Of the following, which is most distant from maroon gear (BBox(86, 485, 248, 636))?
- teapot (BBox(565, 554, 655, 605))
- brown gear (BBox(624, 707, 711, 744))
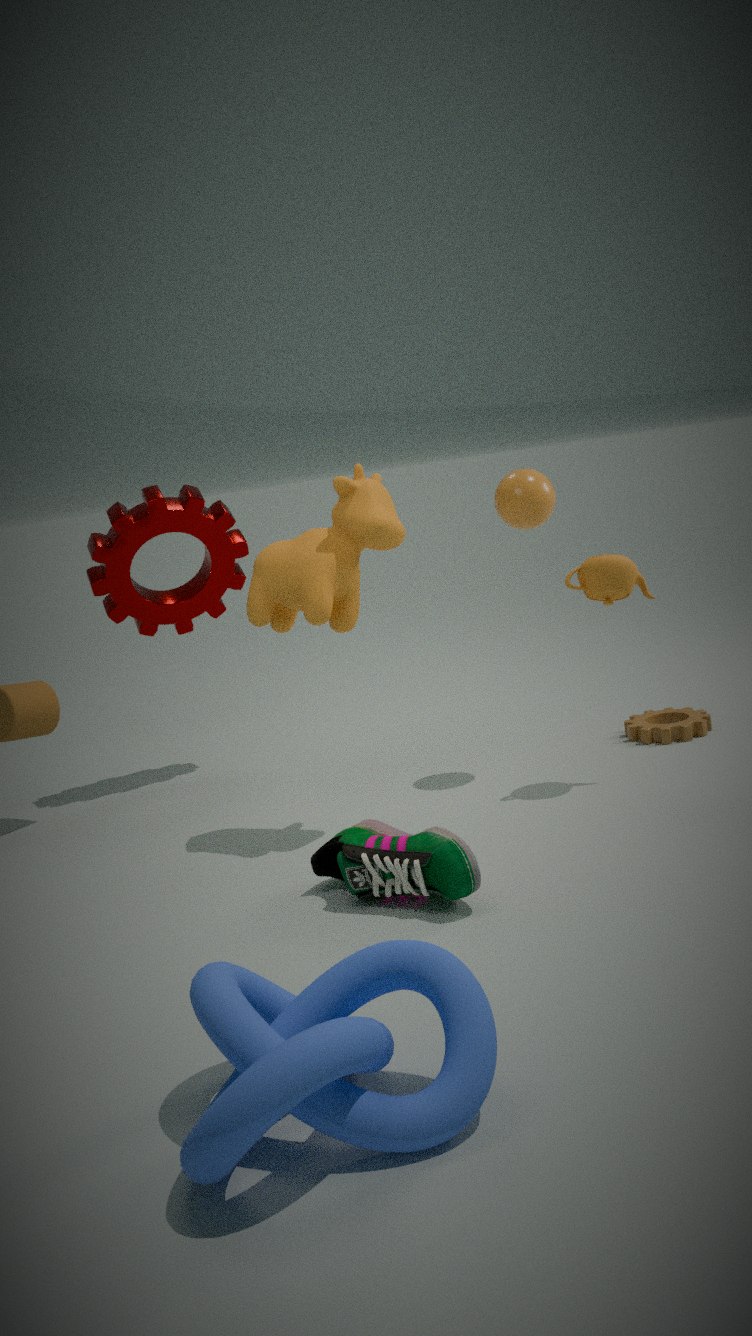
brown gear (BBox(624, 707, 711, 744))
